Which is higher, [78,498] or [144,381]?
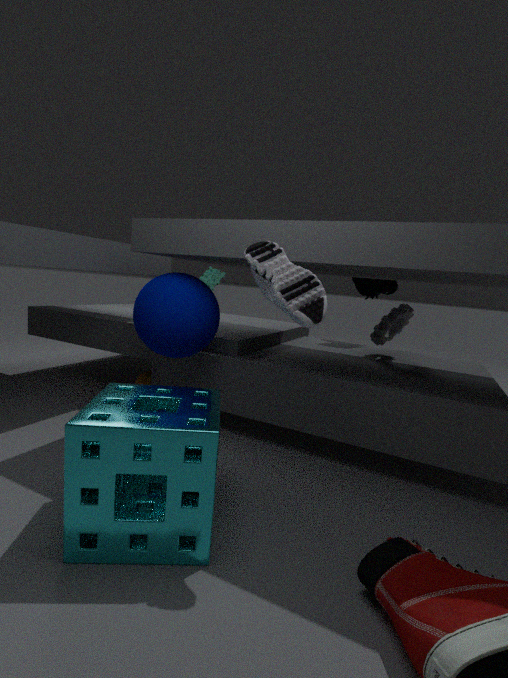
[78,498]
